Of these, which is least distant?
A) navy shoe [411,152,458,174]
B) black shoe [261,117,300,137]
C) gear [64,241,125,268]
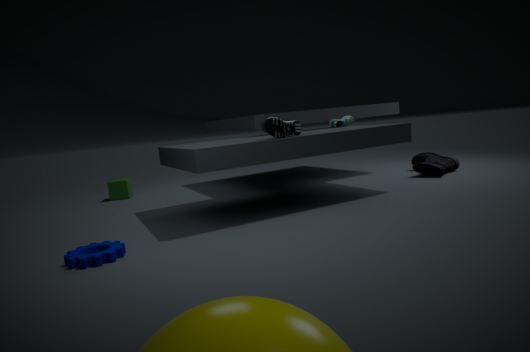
gear [64,241,125,268]
